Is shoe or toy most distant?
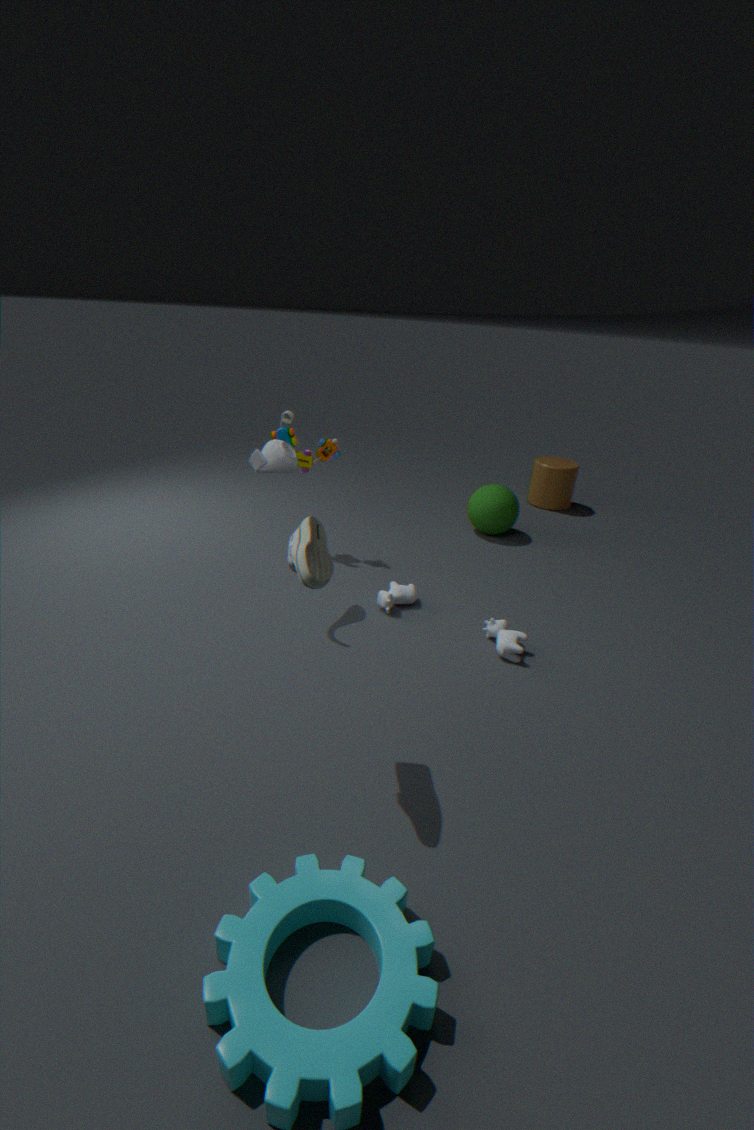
toy
